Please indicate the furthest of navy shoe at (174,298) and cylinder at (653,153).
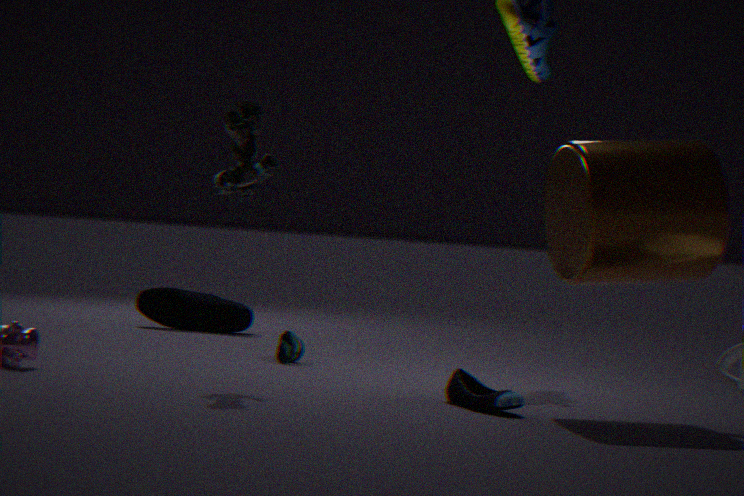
navy shoe at (174,298)
